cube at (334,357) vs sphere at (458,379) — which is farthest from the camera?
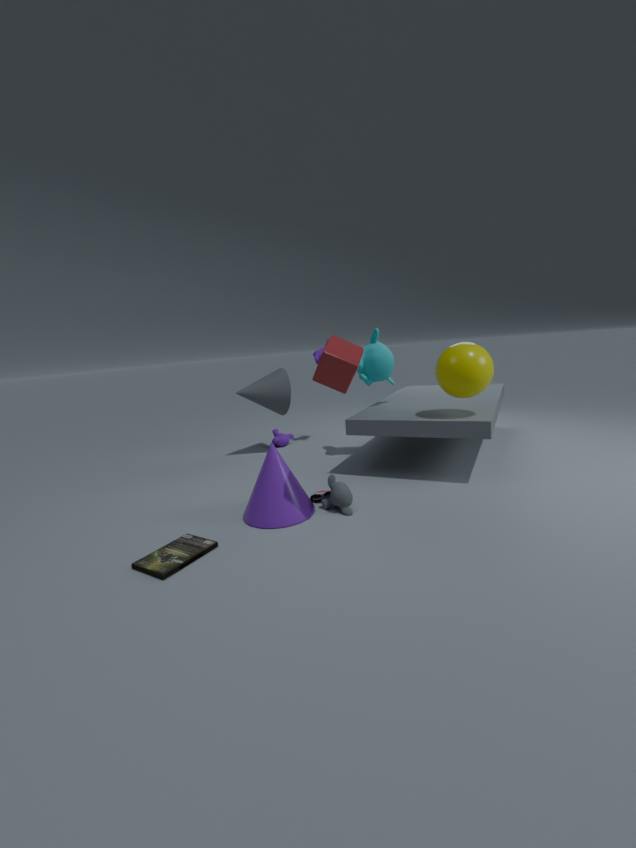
sphere at (458,379)
